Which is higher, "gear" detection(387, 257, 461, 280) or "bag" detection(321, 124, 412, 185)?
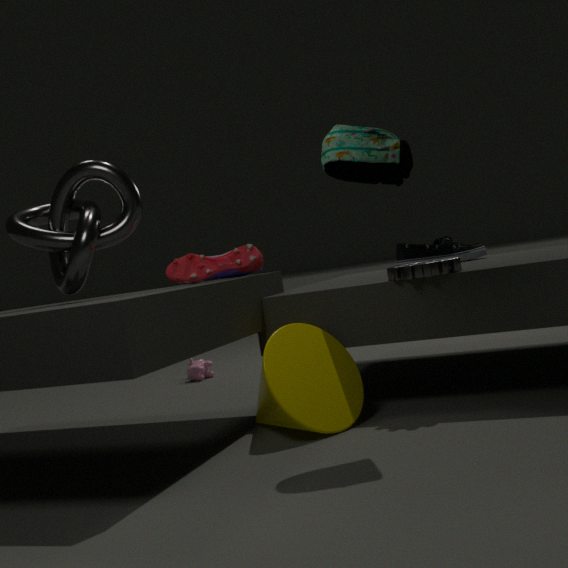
"bag" detection(321, 124, 412, 185)
